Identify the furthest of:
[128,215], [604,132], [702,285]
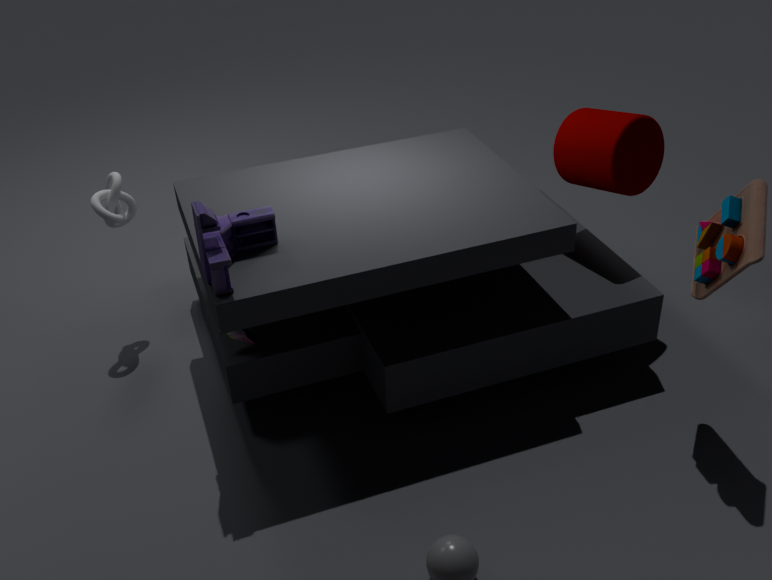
[128,215]
